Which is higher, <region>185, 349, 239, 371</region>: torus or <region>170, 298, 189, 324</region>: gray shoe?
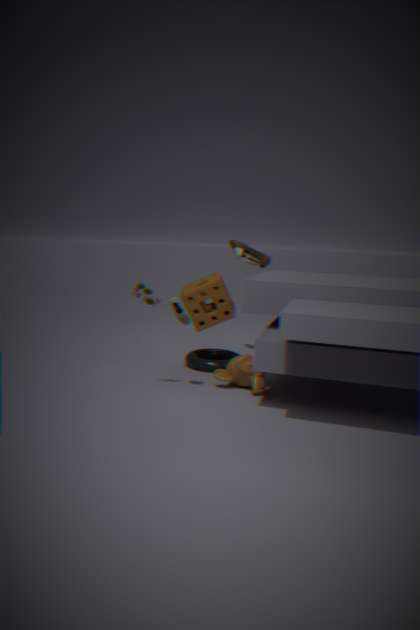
<region>170, 298, 189, 324</region>: gray shoe
